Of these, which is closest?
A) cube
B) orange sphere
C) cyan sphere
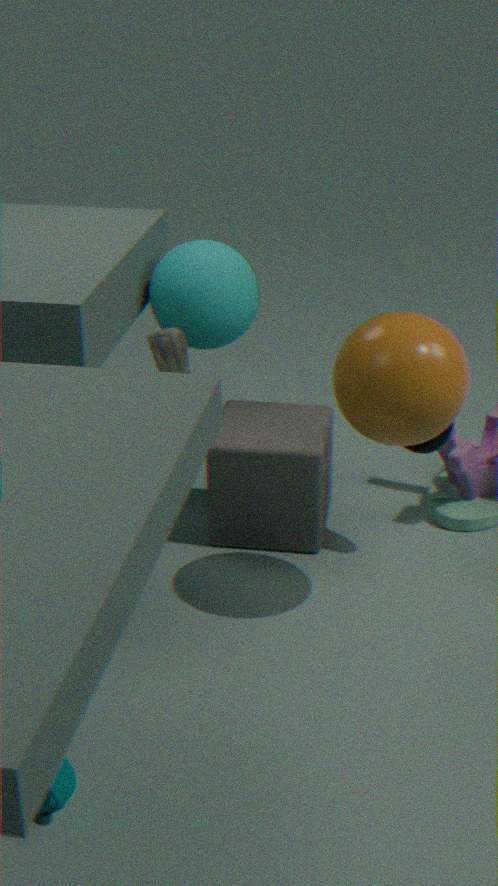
orange sphere
